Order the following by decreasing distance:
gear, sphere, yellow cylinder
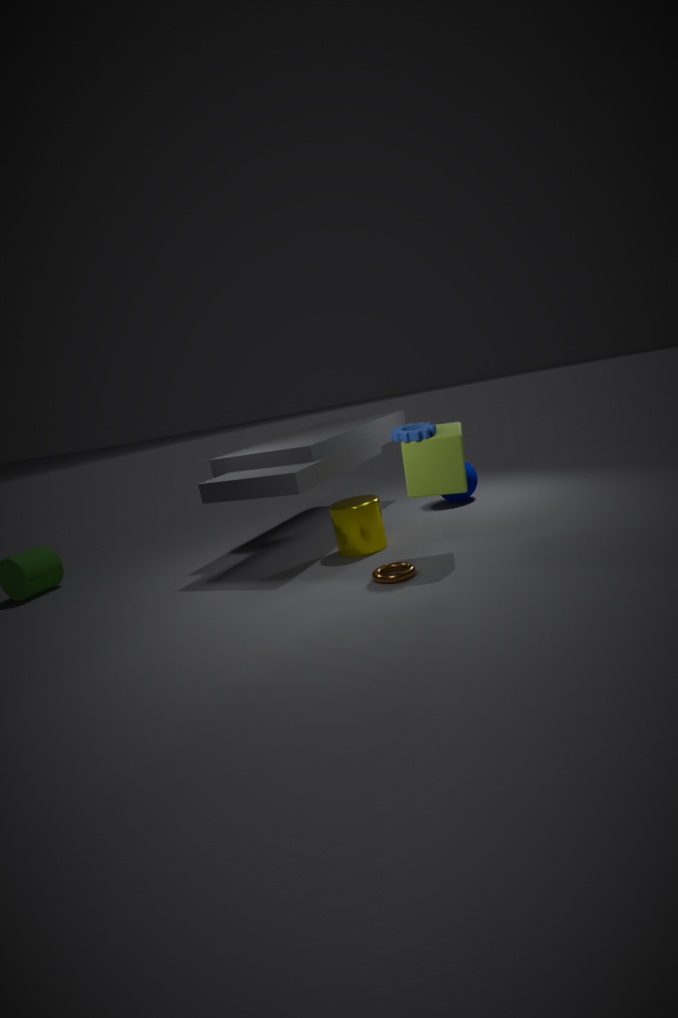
1. sphere
2. yellow cylinder
3. gear
